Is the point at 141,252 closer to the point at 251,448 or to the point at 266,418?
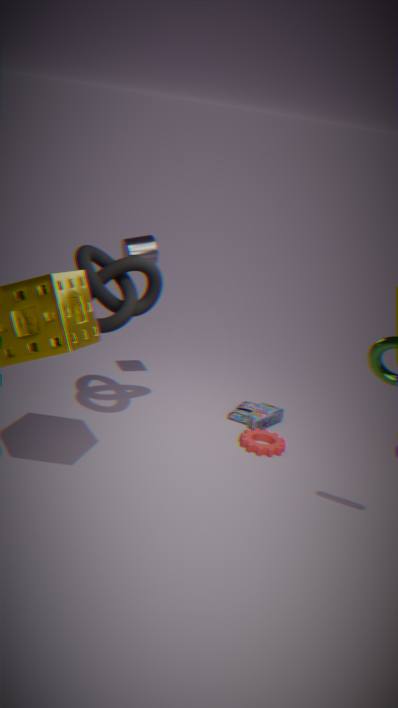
the point at 266,418
